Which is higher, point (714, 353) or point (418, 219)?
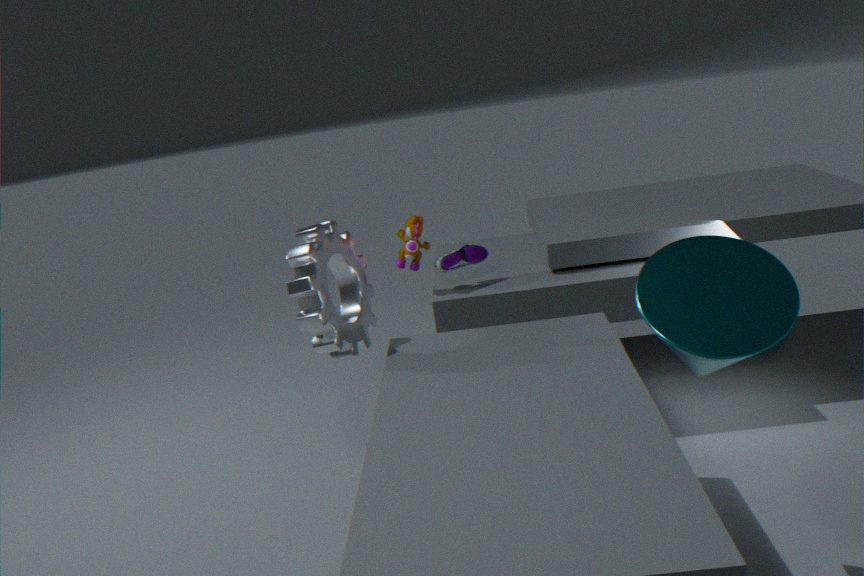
point (418, 219)
